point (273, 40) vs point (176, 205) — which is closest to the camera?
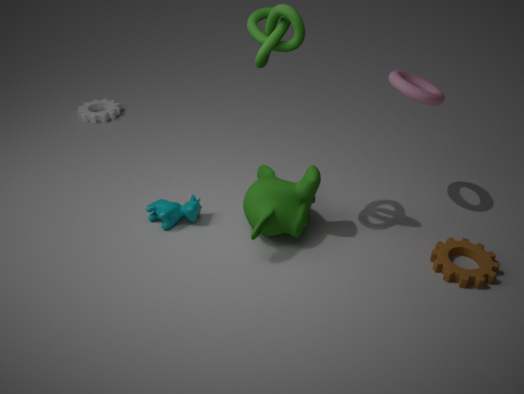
point (273, 40)
